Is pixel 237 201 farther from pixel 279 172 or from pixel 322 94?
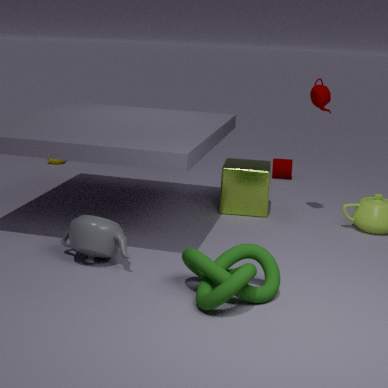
pixel 279 172
